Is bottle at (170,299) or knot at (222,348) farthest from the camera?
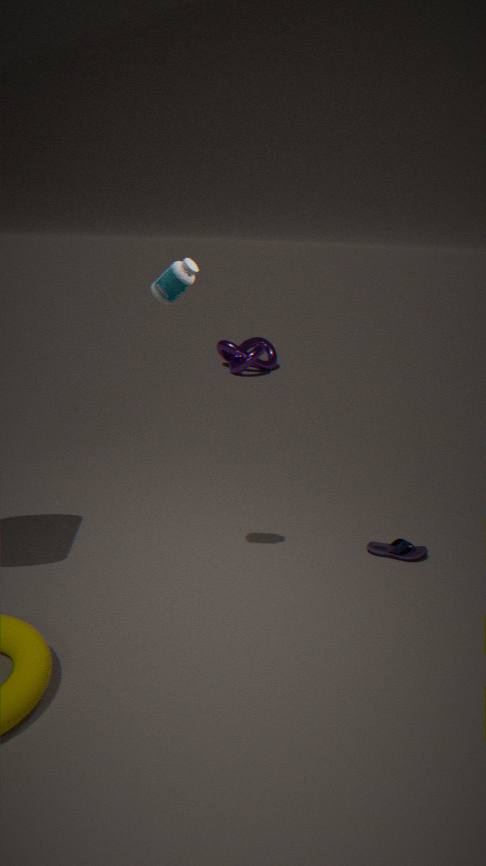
knot at (222,348)
